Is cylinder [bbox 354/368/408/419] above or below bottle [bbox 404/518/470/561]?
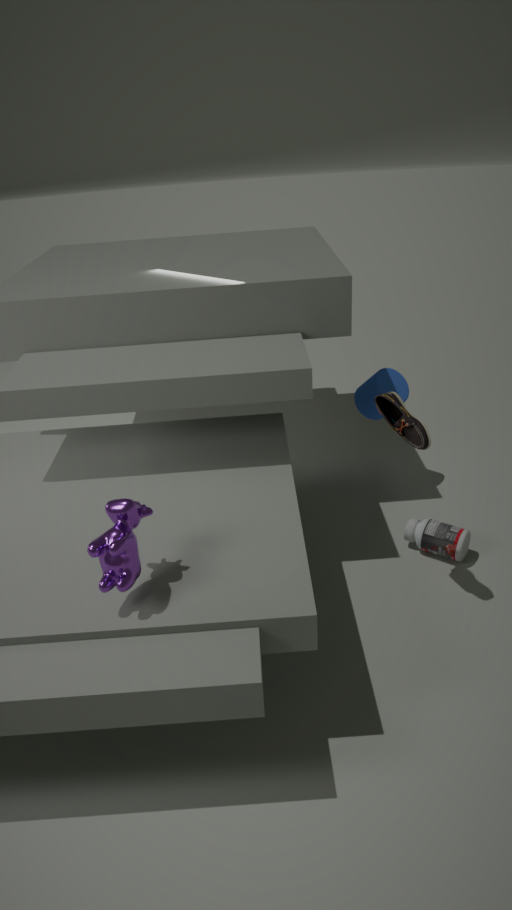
above
